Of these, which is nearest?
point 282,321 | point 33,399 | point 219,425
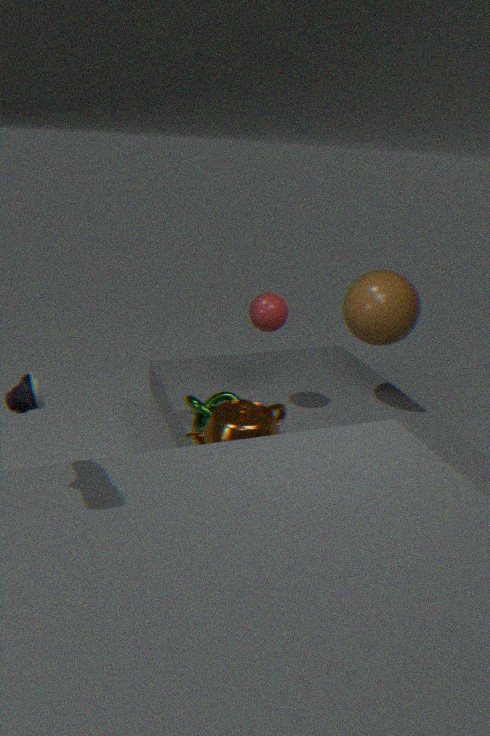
point 33,399
